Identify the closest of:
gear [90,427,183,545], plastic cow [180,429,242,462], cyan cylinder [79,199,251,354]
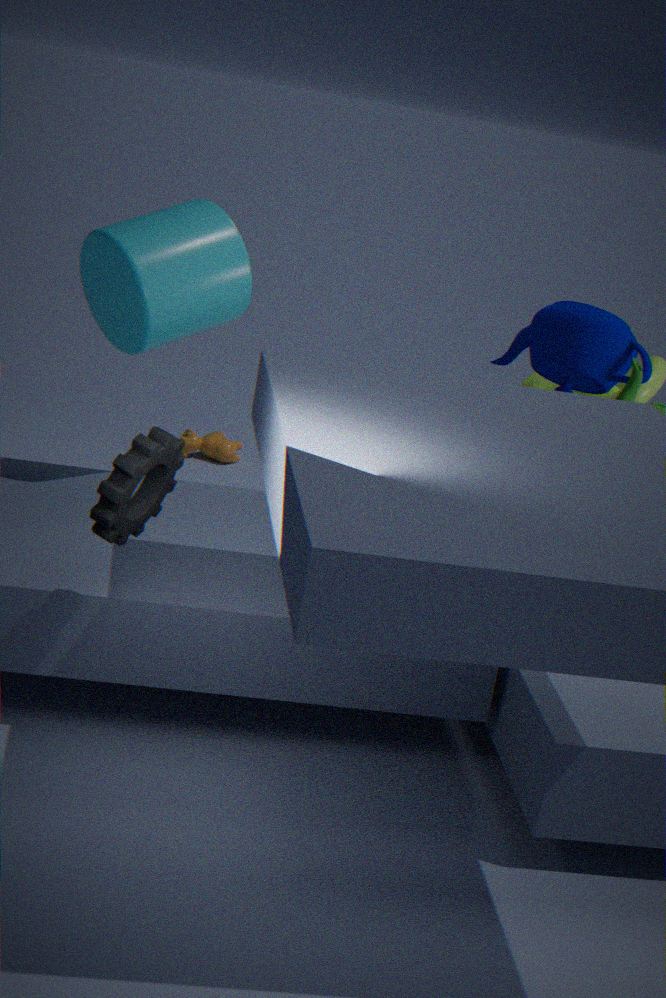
gear [90,427,183,545]
